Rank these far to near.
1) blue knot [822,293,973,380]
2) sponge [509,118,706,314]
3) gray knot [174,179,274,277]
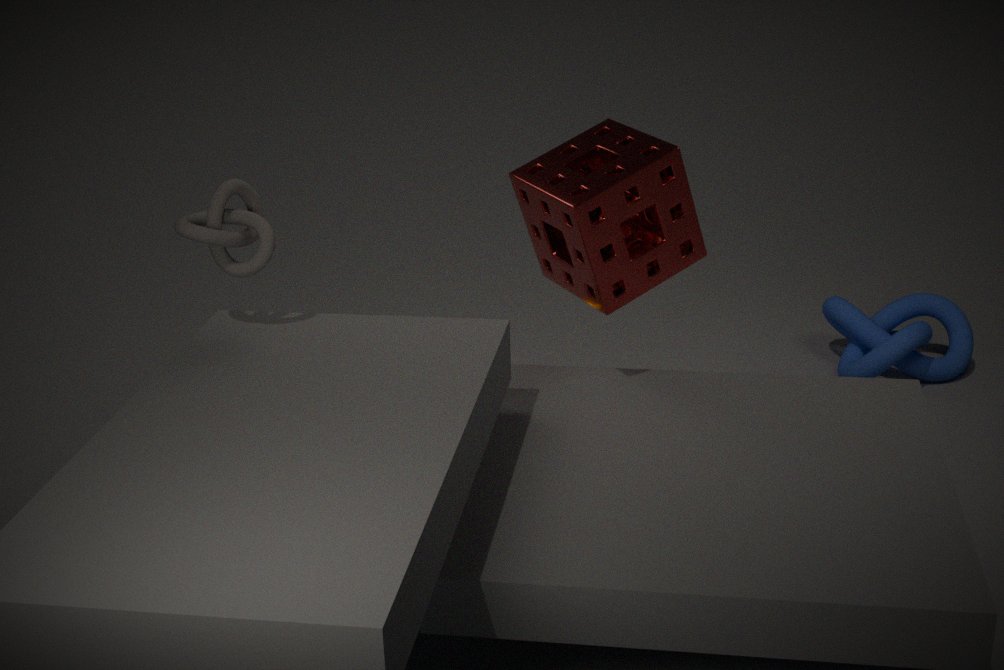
1. blue knot [822,293,973,380]
2. sponge [509,118,706,314]
3. gray knot [174,179,274,277]
